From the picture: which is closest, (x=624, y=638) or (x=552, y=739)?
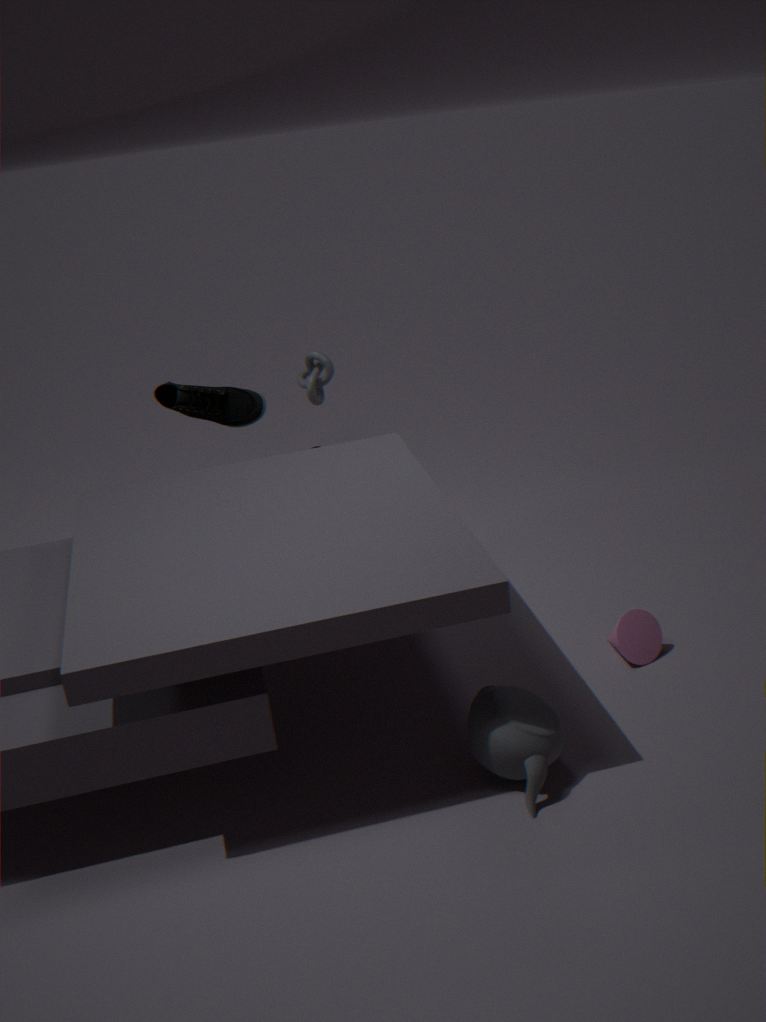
(x=552, y=739)
